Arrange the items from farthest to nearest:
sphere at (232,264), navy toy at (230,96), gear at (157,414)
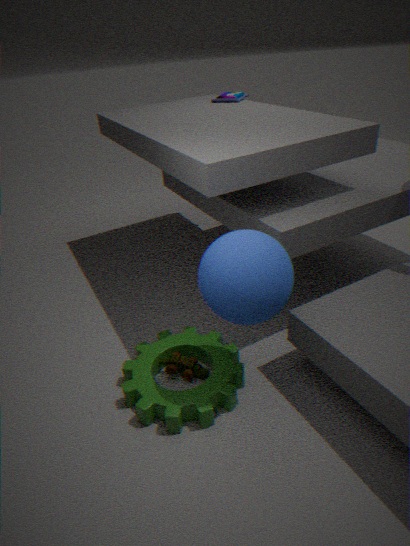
navy toy at (230,96) < gear at (157,414) < sphere at (232,264)
